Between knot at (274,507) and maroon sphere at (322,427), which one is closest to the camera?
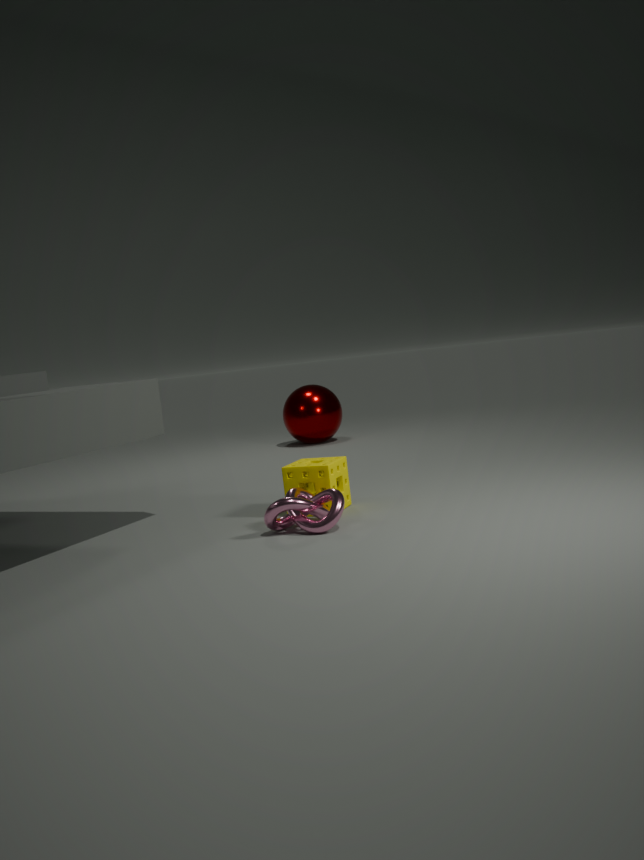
knot at (274,507)
